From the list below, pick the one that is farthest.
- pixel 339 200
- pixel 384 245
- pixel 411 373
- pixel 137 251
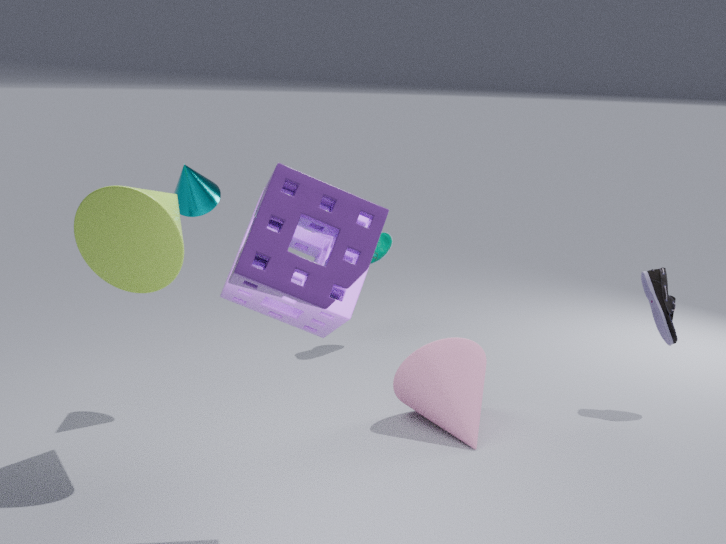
pixel 384 245
